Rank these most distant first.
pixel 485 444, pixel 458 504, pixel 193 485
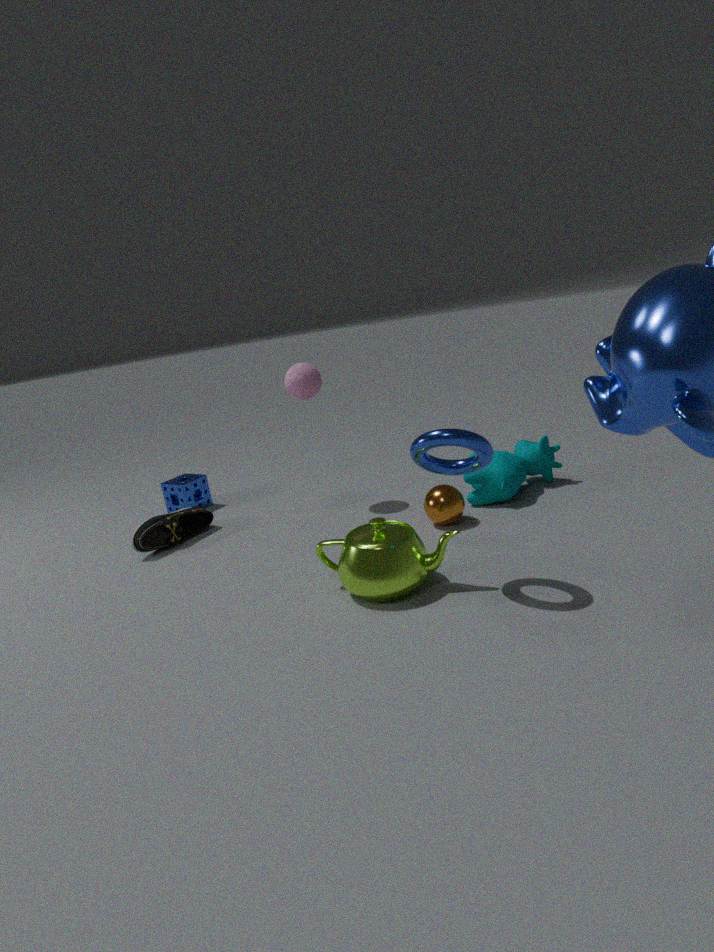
pixel 193 485 → pixel 458 504 → pixel 485 444
